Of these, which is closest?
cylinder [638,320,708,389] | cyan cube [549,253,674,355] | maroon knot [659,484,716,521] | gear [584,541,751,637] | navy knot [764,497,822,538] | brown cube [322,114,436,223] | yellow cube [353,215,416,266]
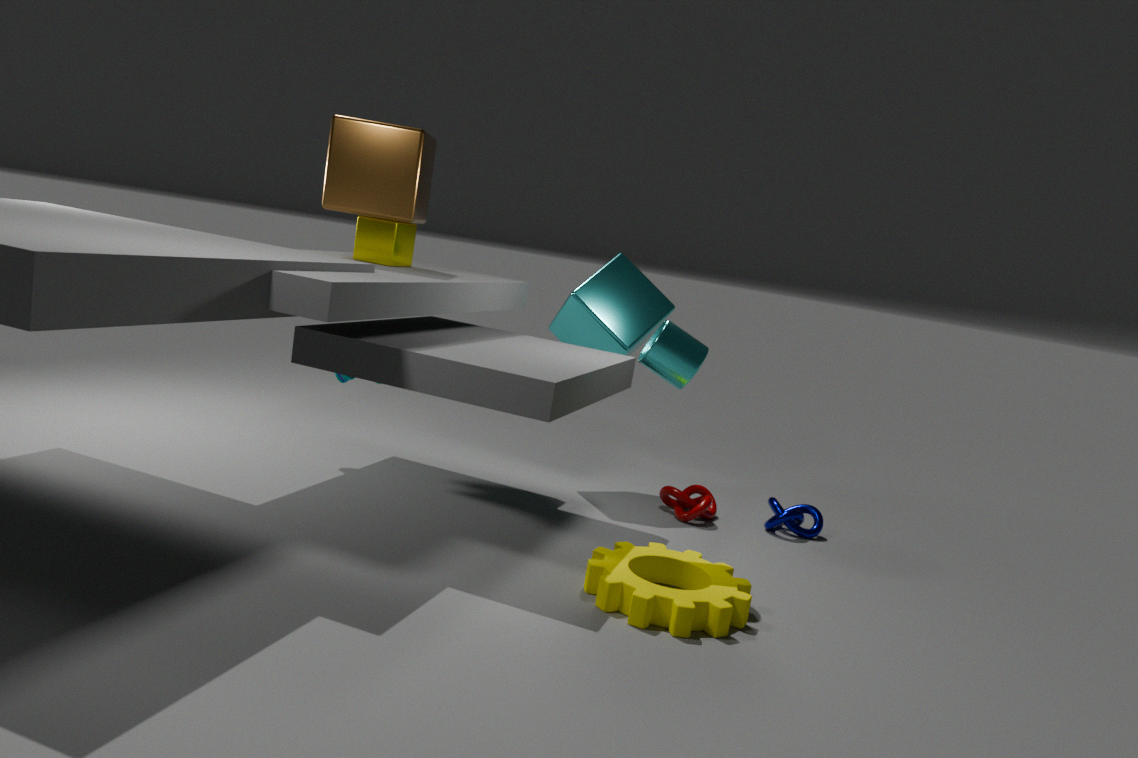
gear [584,541,751,637]
